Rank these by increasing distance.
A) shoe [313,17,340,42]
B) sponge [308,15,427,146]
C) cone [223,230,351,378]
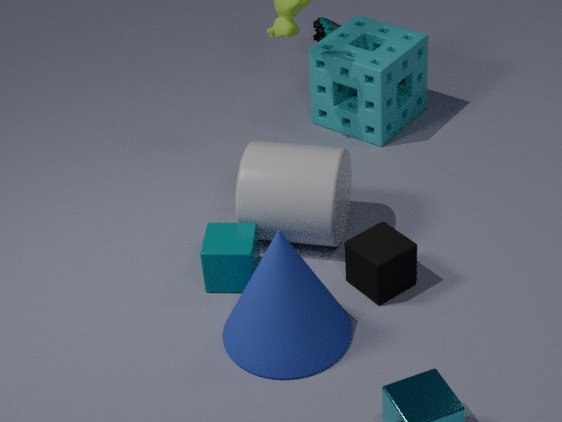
cone [223,230,351,378], sponge [308,15,427,146], shoe [313,17,340,42]
